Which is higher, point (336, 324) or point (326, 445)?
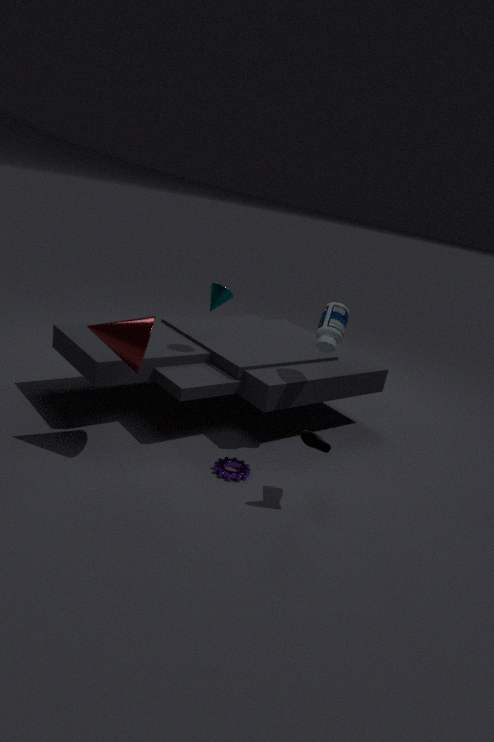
point (336, 324)
